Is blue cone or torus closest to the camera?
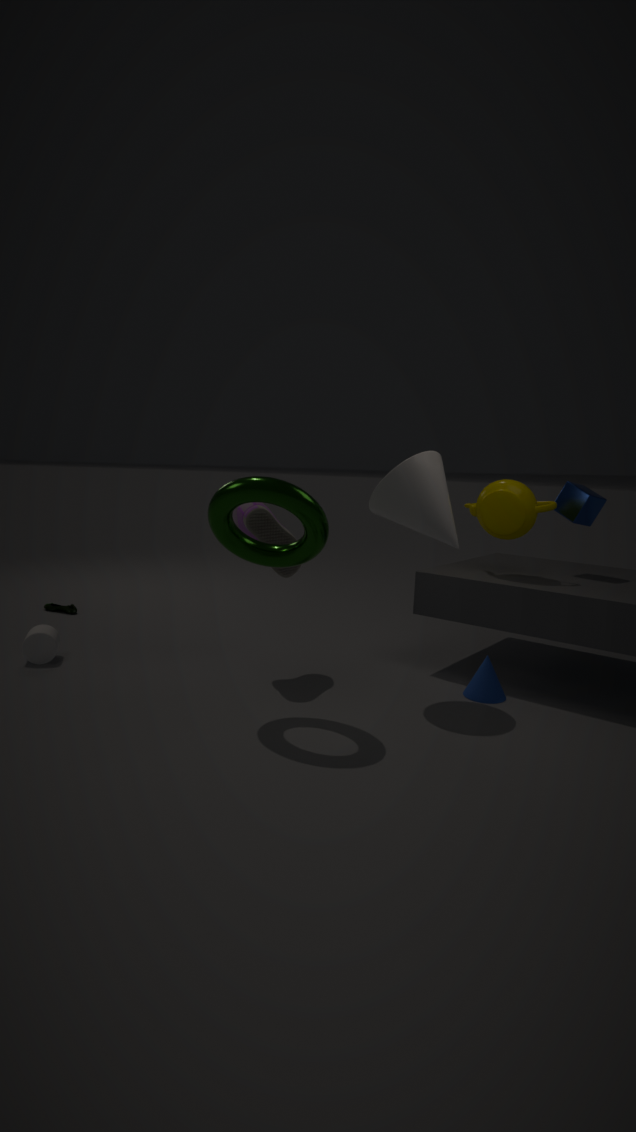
torus
